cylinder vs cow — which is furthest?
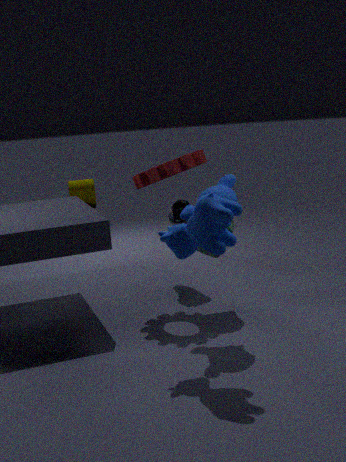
cylinder
